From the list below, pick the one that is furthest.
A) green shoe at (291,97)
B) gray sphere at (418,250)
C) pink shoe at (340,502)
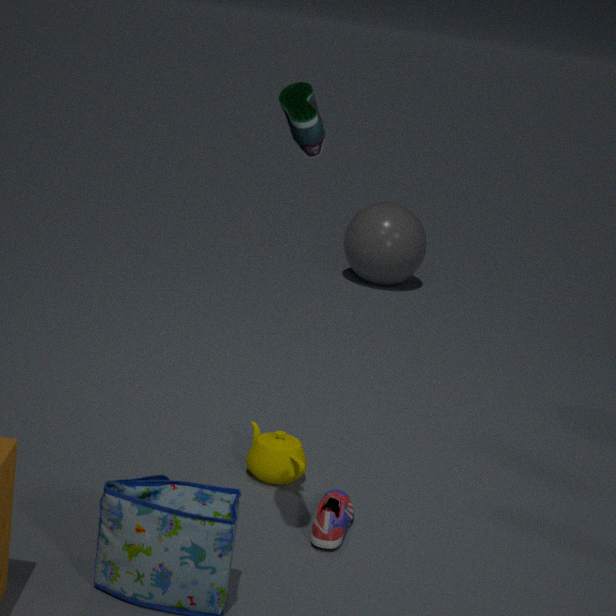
gray sphere at (418,250)
